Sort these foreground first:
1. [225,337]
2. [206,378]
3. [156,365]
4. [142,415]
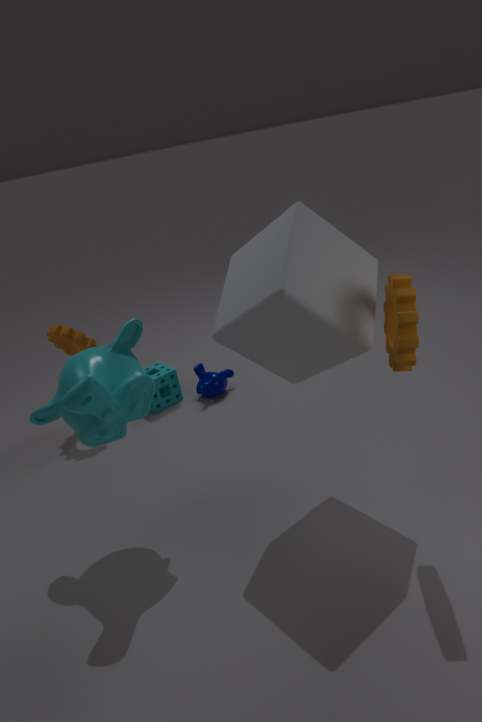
[225,337]
[142,415]
[206,378]
[156,365]
